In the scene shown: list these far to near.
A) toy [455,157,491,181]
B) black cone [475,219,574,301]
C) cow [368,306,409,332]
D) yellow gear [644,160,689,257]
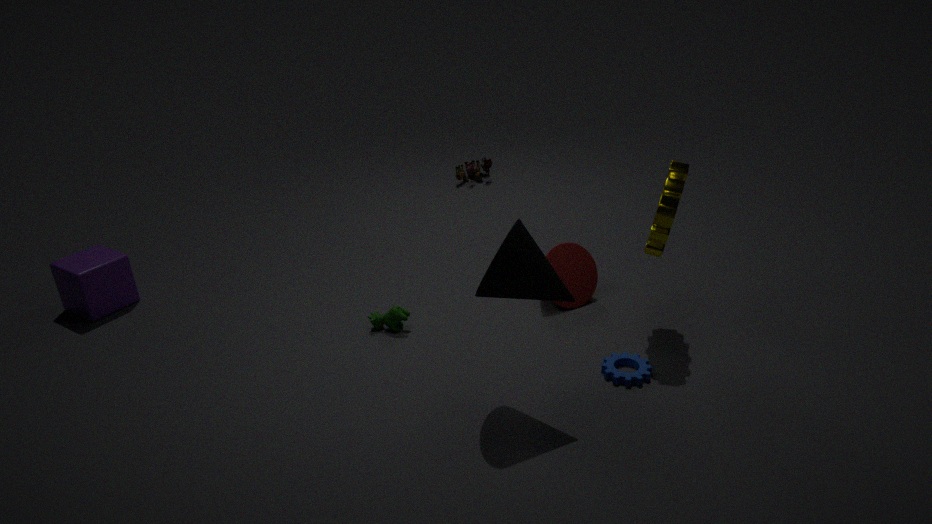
1. toy [455,157,491,181]
2. cow [368,306,409,332]
3. yellow gear [644,160,689,257]
4. black cone [475,219,574,301]
